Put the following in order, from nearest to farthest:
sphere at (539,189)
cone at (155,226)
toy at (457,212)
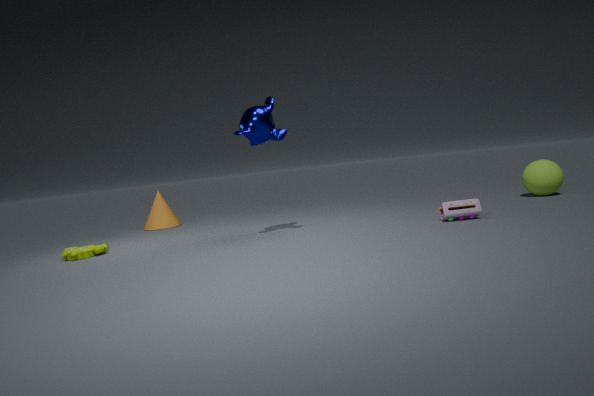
toy at (457,212) → sphere at (539,189) → cone at (155,226)
